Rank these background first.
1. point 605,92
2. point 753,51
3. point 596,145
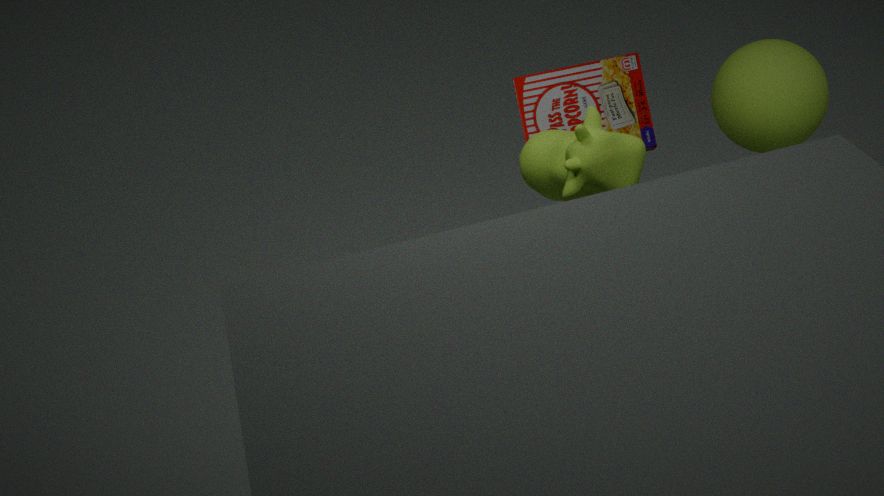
point 753,51
point 605,92
point 596,145
